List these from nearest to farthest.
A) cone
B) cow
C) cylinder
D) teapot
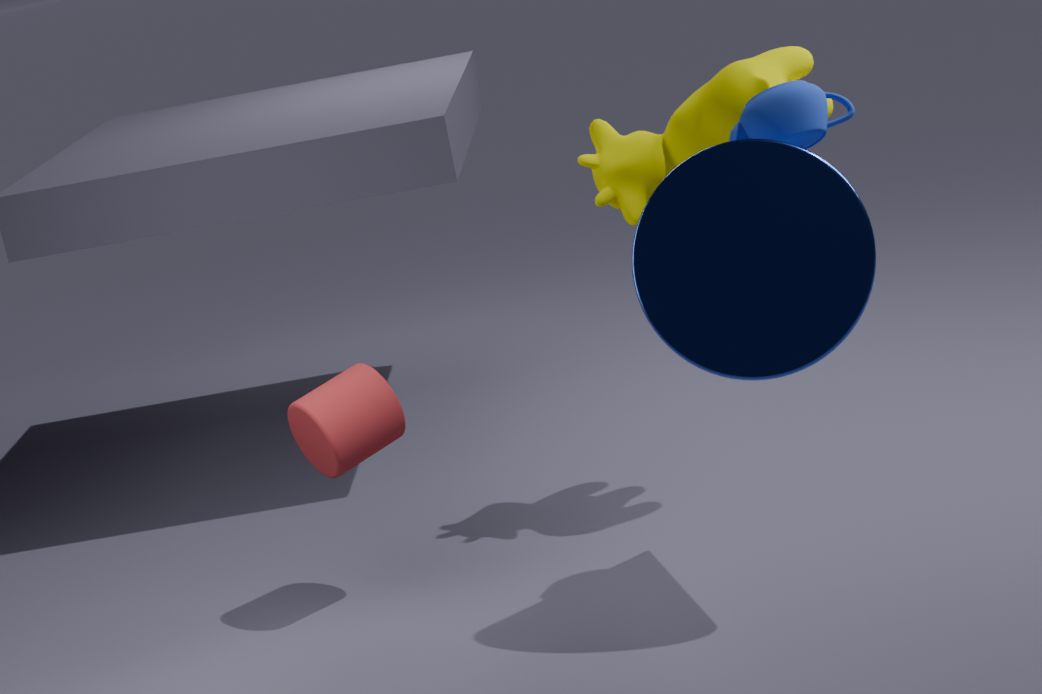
cone → teapot → cow → cylinder
